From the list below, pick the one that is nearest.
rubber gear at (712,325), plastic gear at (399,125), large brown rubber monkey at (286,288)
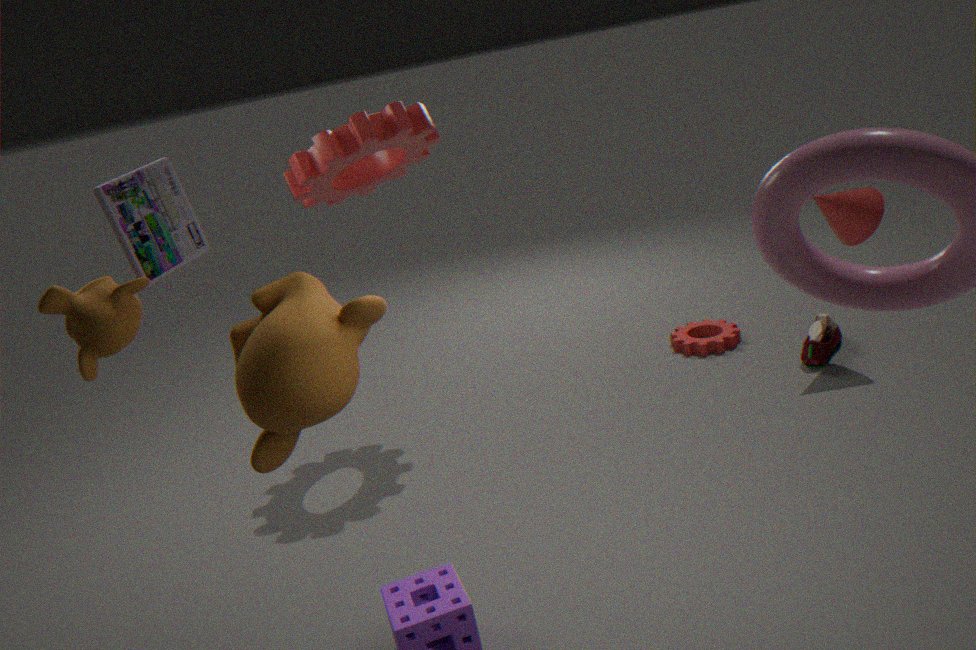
large brown rubber monkey at (286,288)
